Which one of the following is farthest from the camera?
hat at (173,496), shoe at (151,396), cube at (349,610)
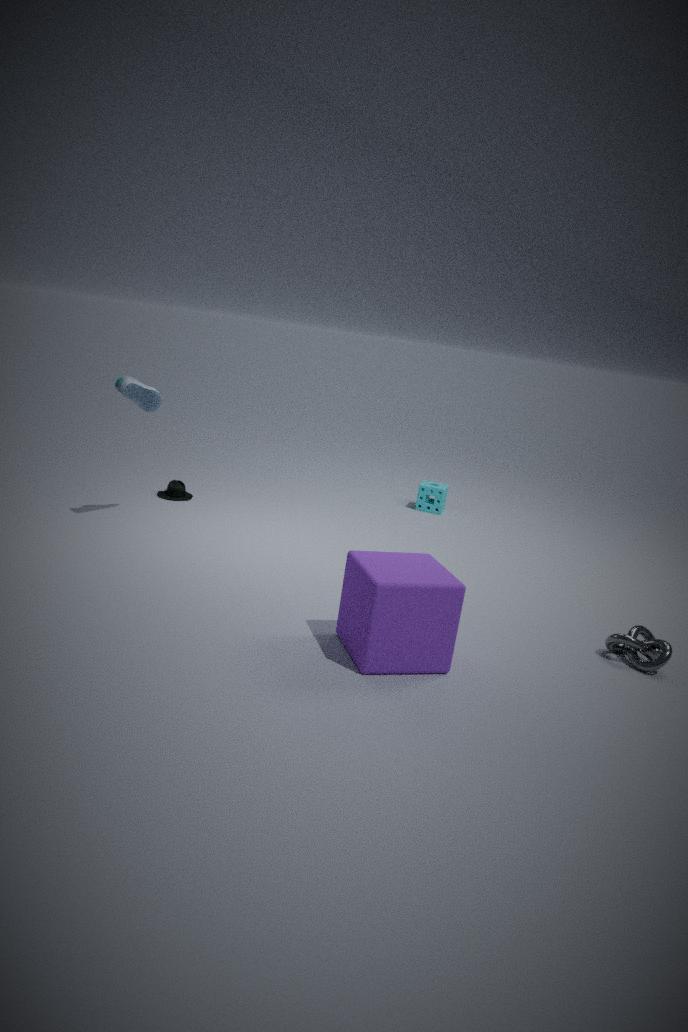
hat at (173,496)
